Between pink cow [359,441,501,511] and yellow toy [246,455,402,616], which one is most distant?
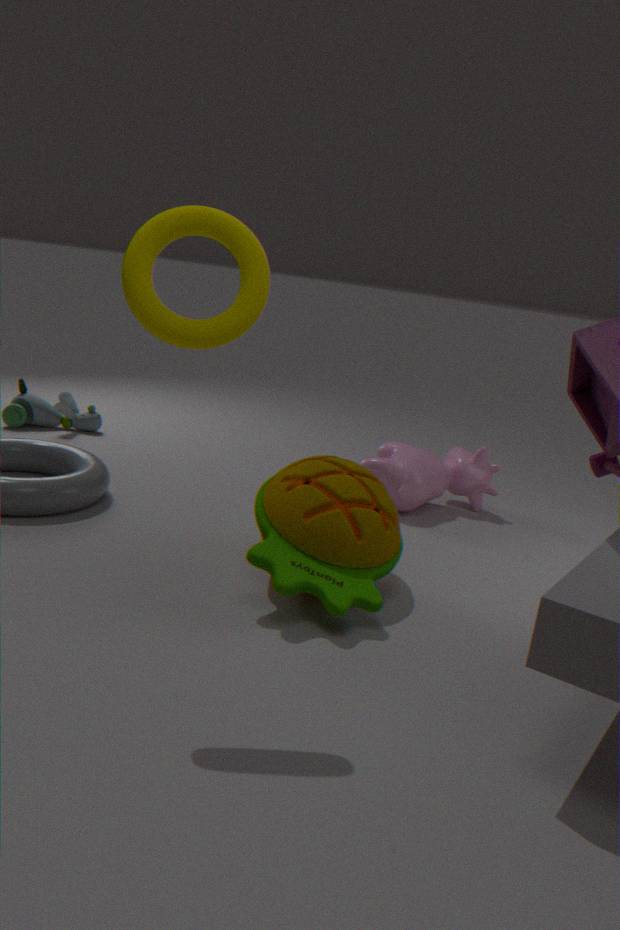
pink cow [359,441,501,511]
